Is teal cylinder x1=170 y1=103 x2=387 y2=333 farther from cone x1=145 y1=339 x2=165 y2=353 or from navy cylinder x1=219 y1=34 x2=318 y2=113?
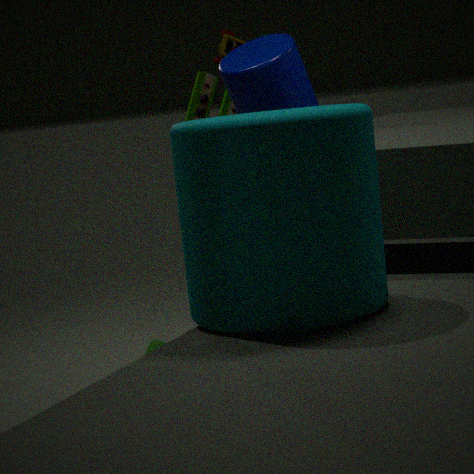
cone x1=145 y1=339 x2=165 y2=353
